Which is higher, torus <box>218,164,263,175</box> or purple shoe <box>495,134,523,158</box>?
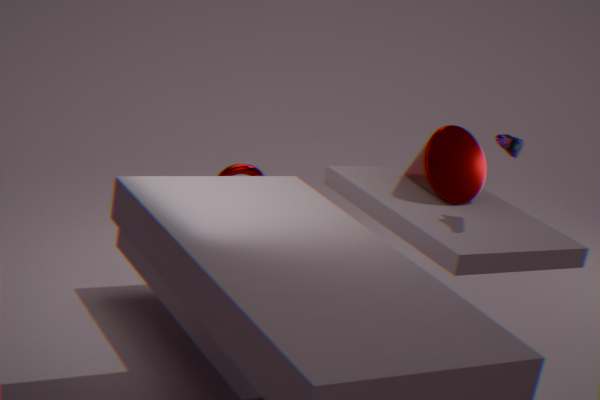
purple shoe <box>495,134,523,158</box>
